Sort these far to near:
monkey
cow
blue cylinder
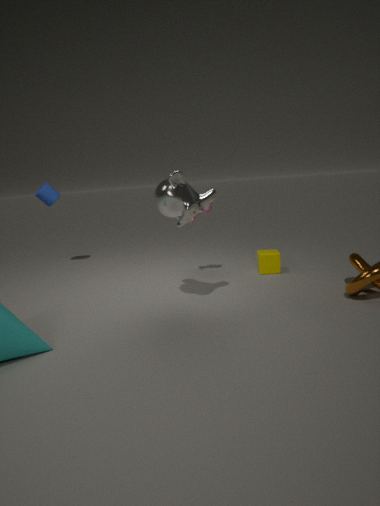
blue cylinder
cow
monkey
